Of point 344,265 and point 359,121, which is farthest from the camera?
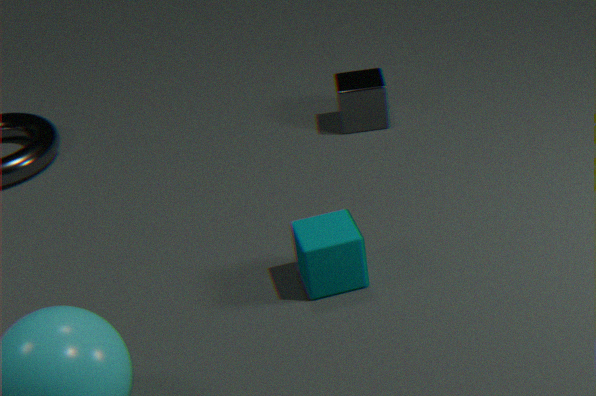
point 359,121
